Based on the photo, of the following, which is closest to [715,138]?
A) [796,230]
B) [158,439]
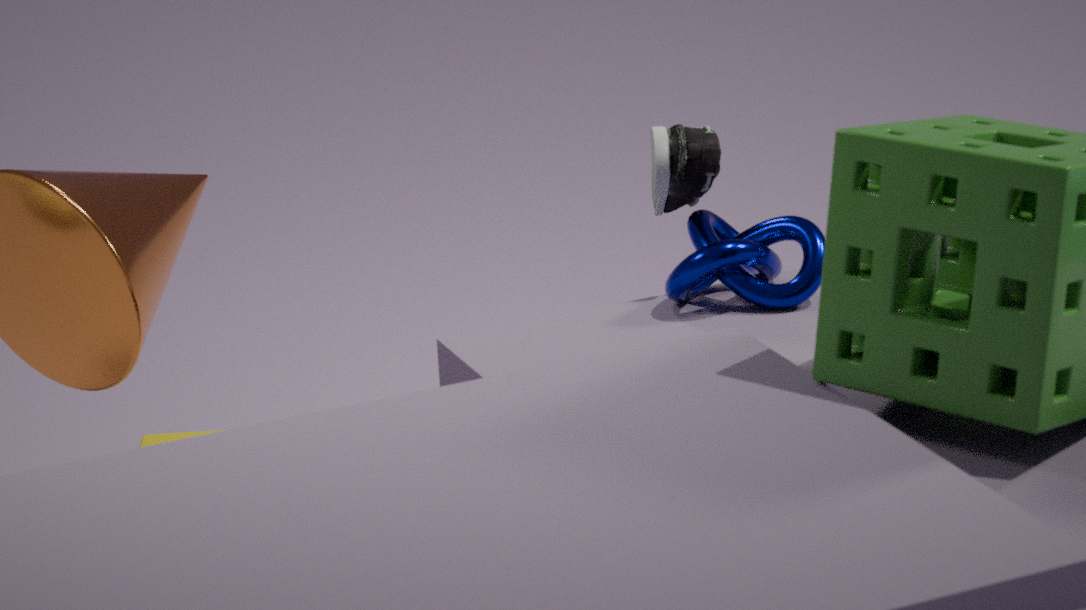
[796,230]
